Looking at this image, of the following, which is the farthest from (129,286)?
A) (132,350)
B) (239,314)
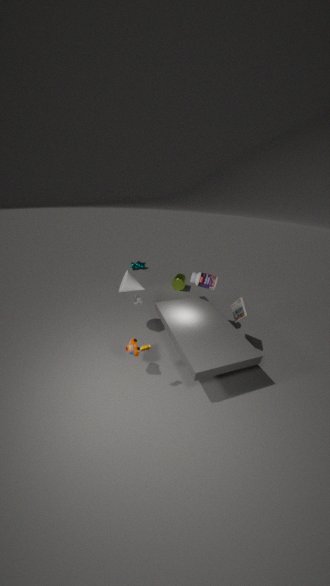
(239,314)
